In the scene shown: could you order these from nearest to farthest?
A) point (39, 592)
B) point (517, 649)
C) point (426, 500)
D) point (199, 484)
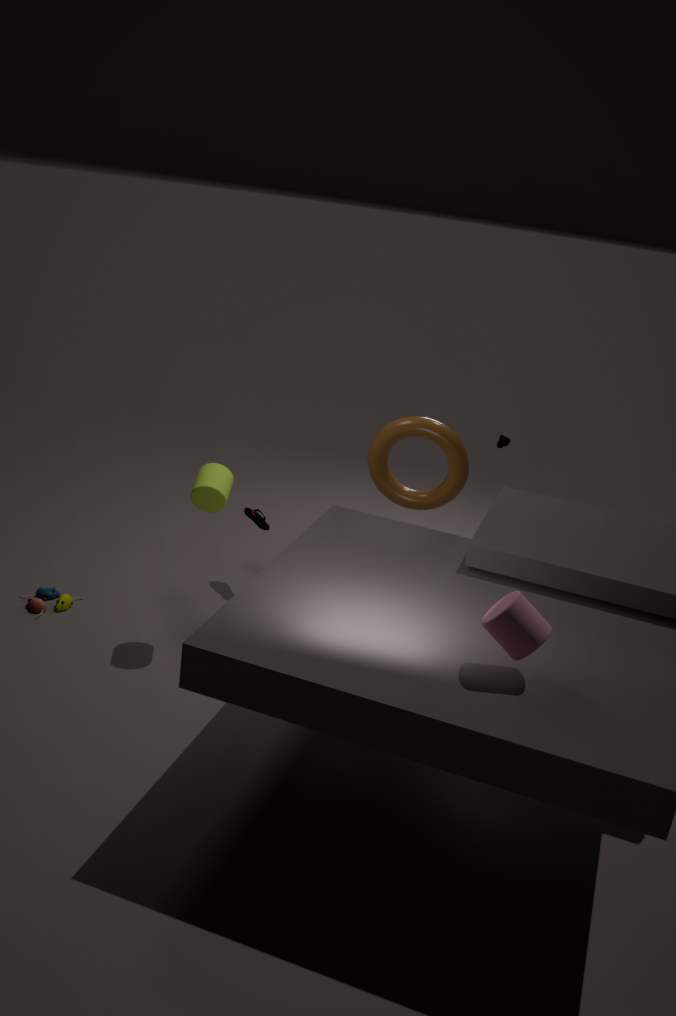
point (517, 649)
point (199, 484)
point (39, 592)
point (426, 500)
